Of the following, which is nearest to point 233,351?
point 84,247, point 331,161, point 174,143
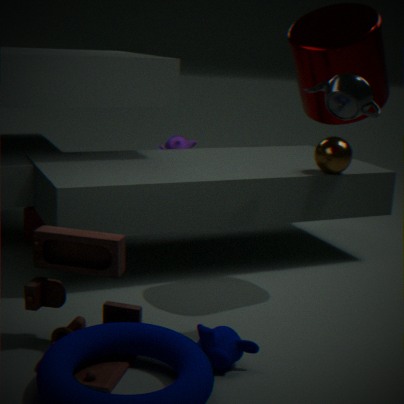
point 84,247
